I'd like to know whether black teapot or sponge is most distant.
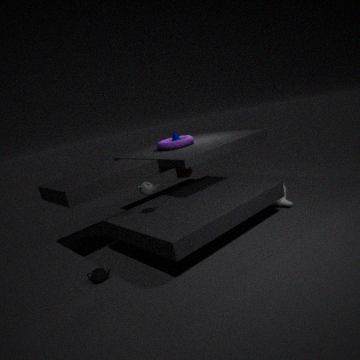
sponge
